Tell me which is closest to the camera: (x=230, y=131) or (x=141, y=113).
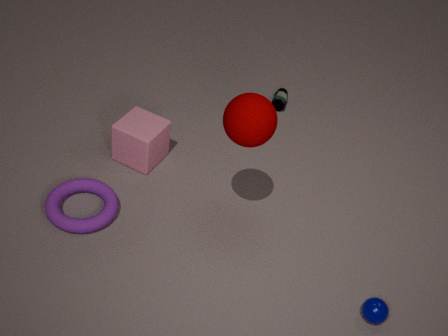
(x=230, y=131)
